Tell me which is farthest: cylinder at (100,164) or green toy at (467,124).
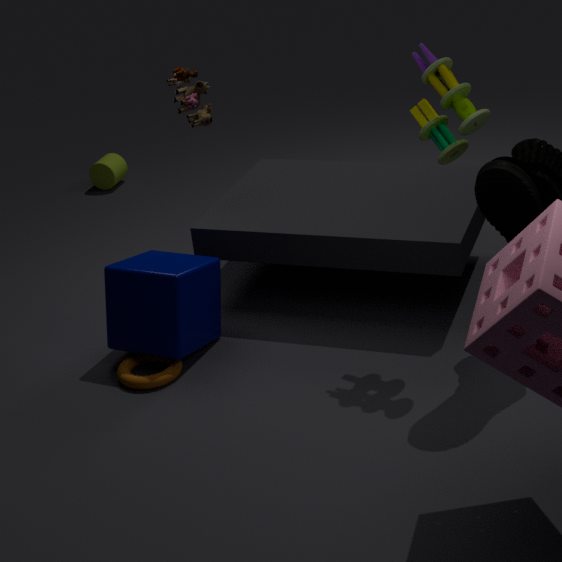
cylinder at (100,164)
